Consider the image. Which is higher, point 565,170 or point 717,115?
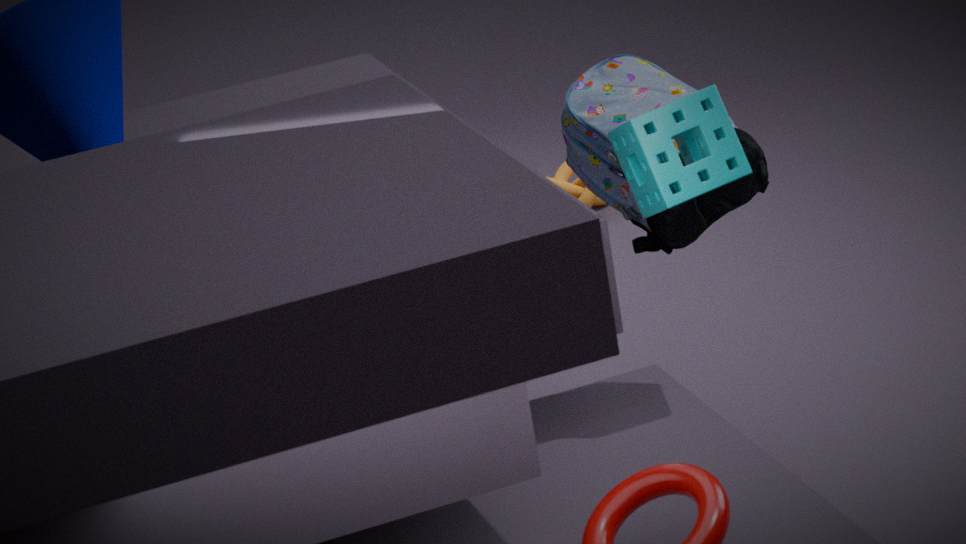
point 717,115
